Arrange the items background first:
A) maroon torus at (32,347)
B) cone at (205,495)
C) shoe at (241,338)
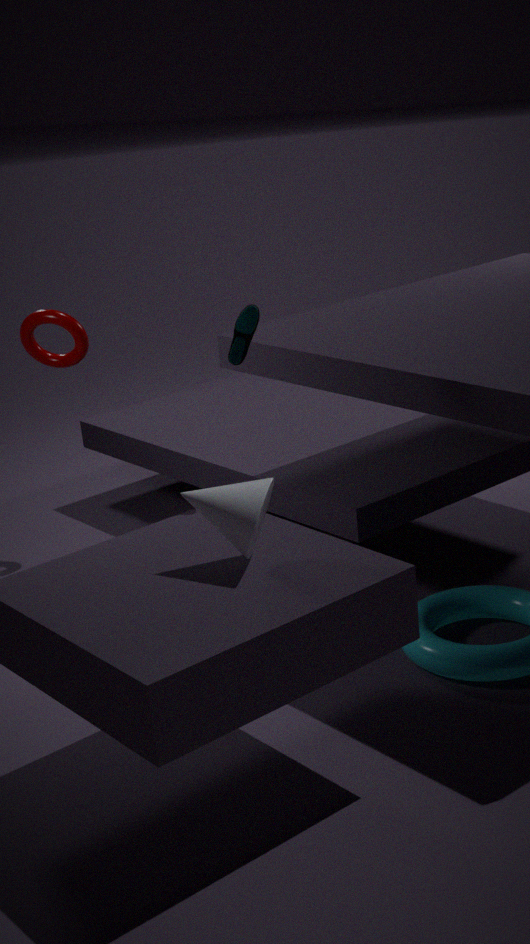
maroon torus at (32,347) → shoe at (241,338) → cone at (205,495)
